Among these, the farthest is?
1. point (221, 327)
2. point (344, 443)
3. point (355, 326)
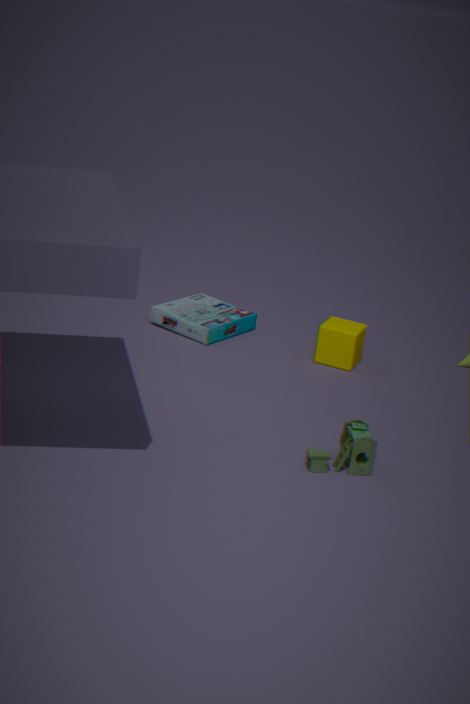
point (221, 327)
